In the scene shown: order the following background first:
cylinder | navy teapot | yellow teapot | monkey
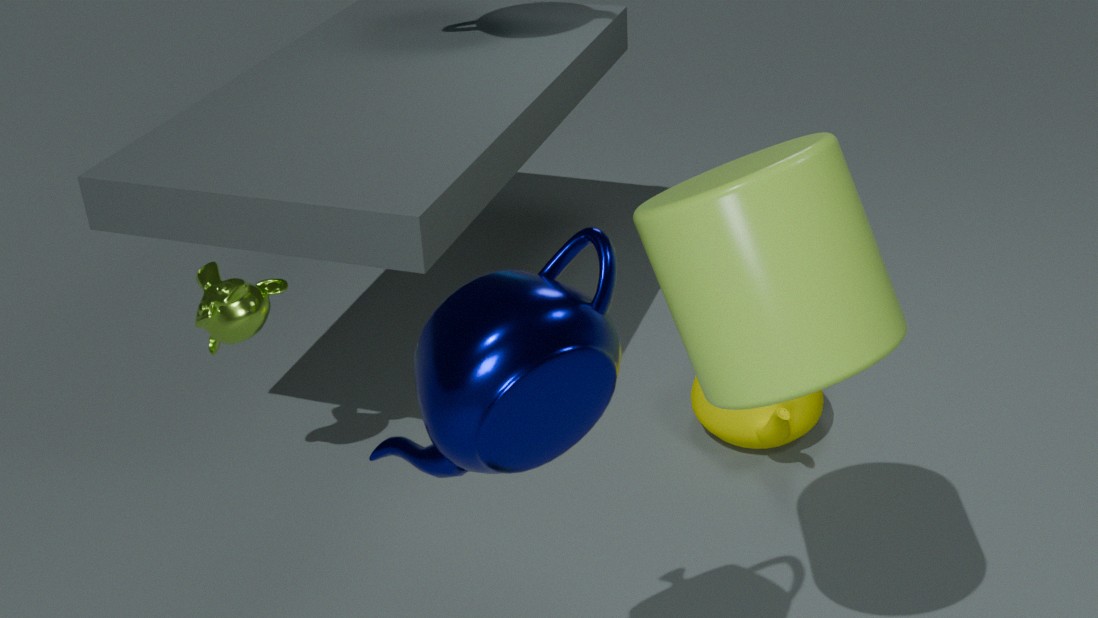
1. yellow teapot
2. monkey
3. cylinder
4. navy teapot
